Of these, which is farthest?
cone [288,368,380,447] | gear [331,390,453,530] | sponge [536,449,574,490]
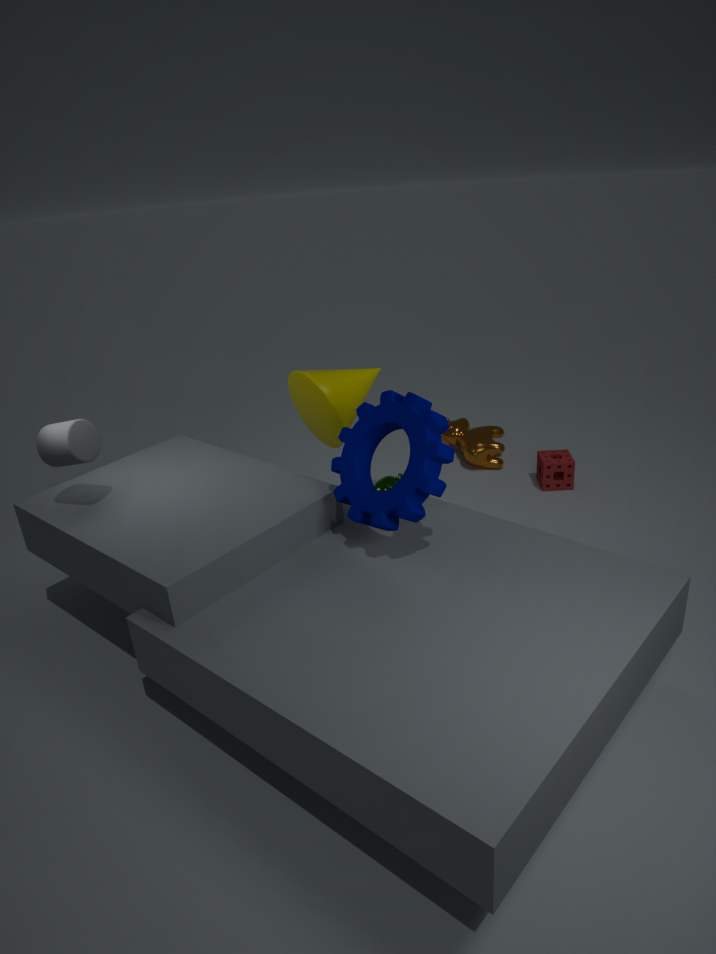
sponge [536,449,574,490]
